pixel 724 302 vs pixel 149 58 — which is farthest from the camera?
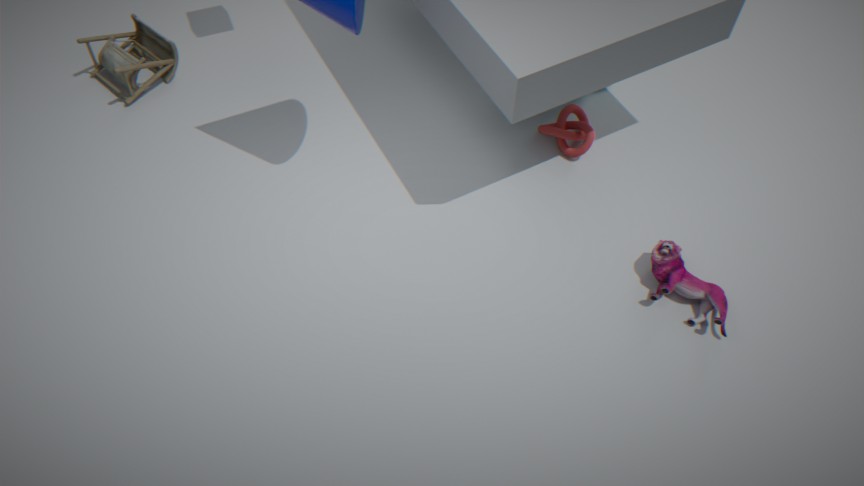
pixel 149 58
